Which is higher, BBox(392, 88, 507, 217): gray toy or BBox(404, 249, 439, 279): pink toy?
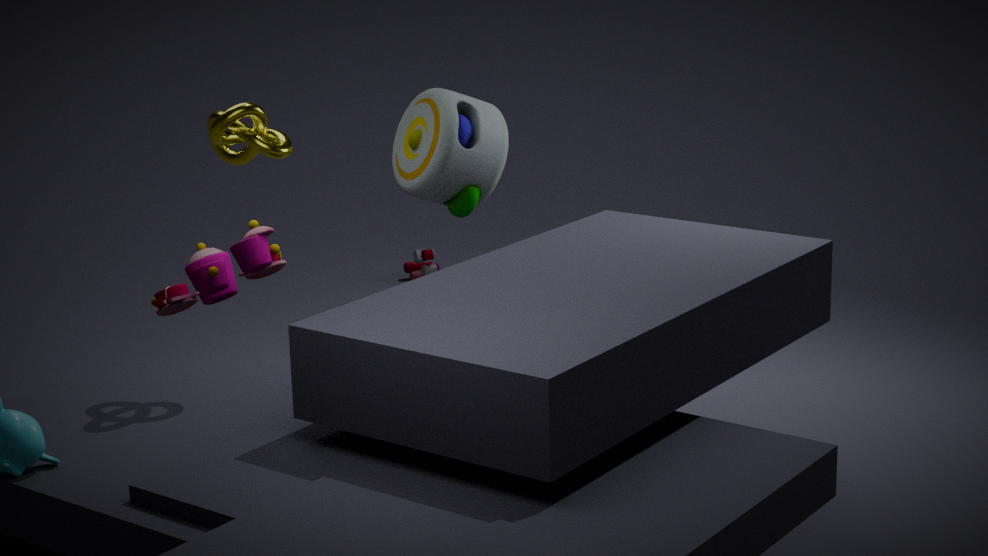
BBox(392, 88, 507, 217): gray toy
